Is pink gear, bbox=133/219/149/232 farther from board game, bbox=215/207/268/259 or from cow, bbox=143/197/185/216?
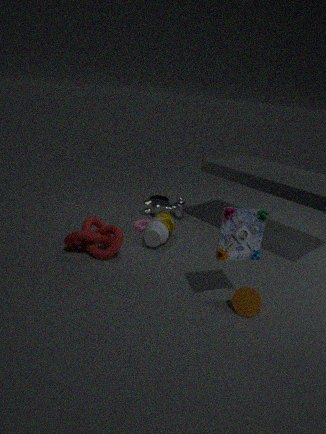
board game, bbox=215/207/268/259
